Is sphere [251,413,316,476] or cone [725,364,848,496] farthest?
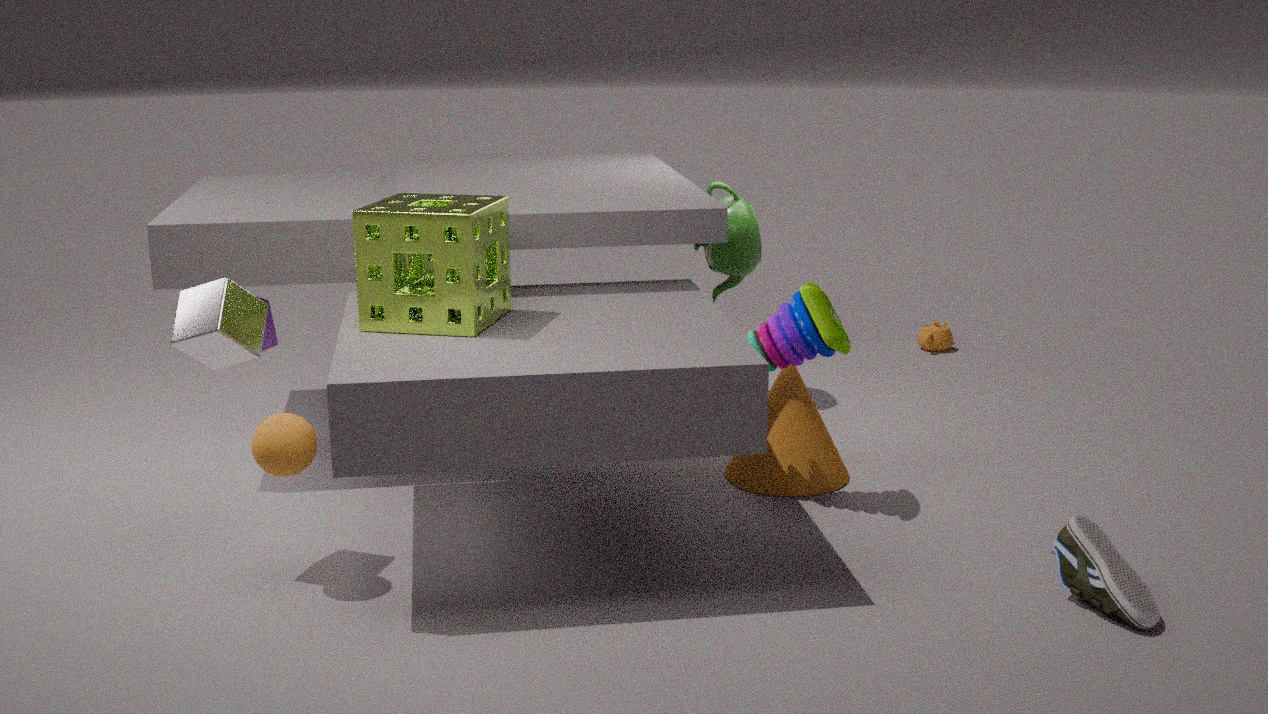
cone [725,364,848,496]
